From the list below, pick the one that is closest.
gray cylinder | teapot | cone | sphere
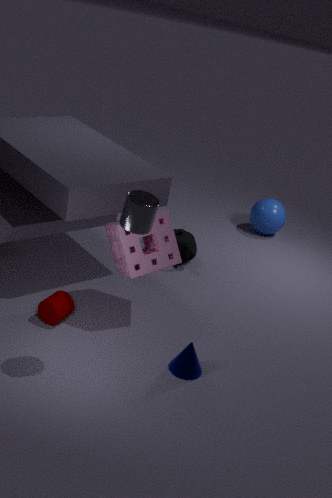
gray cylinder
